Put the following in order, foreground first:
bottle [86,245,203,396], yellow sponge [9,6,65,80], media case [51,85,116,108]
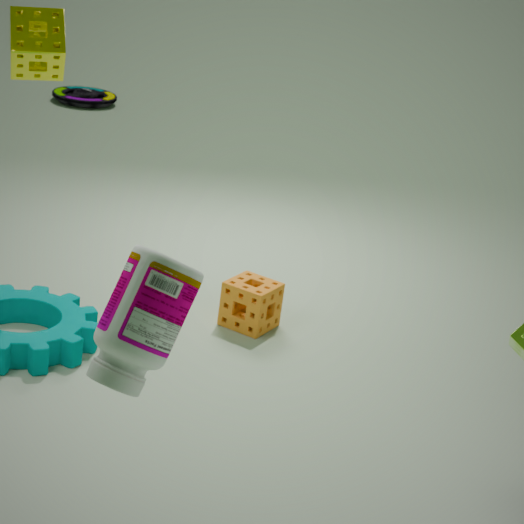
bottle [86,245,203,396] < yellow sponge [9,6,65,80] < media case [51,85,116,108]
